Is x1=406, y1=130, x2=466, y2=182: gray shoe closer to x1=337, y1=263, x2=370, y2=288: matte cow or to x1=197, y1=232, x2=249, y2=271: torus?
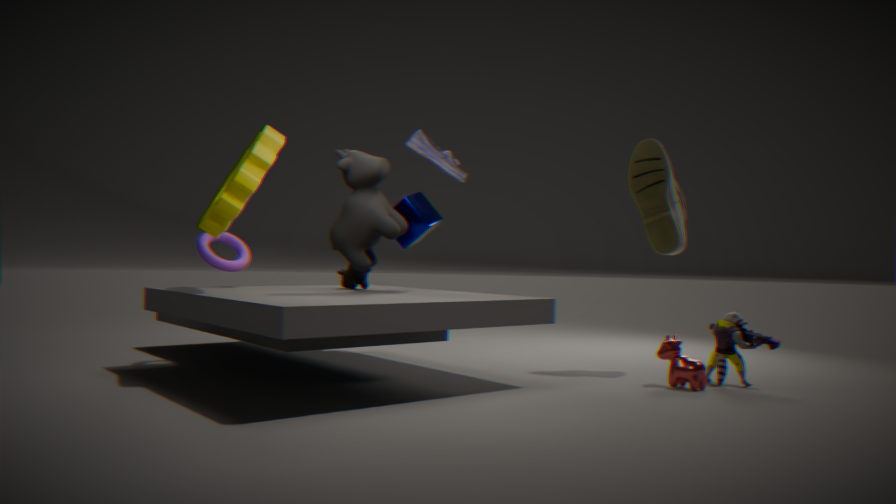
x1=337, y1=263, x2=370, y2=288: matte cow
